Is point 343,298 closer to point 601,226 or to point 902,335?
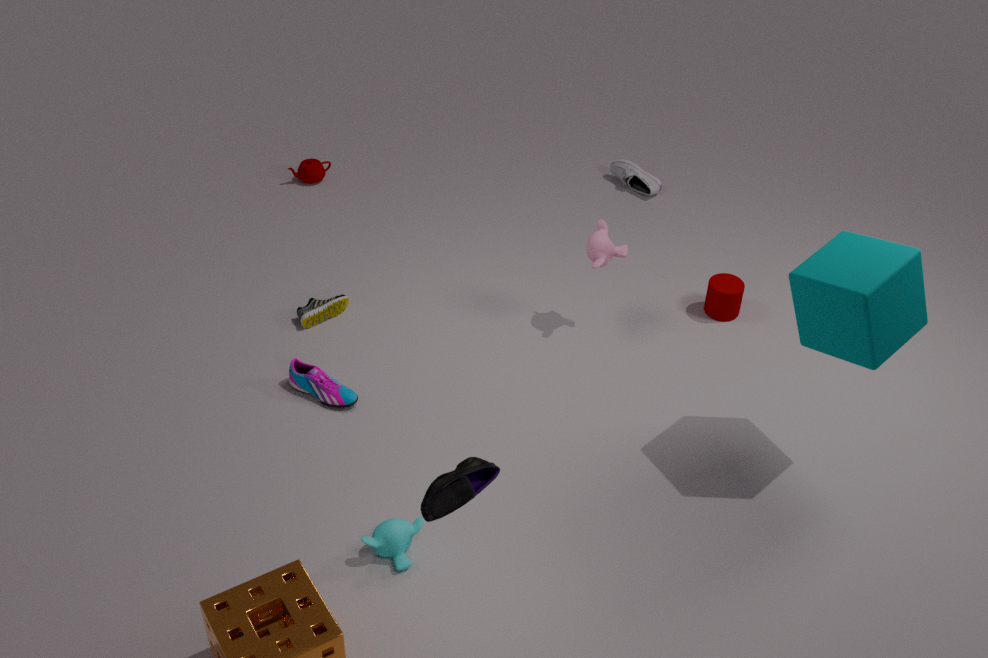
point 601,226
